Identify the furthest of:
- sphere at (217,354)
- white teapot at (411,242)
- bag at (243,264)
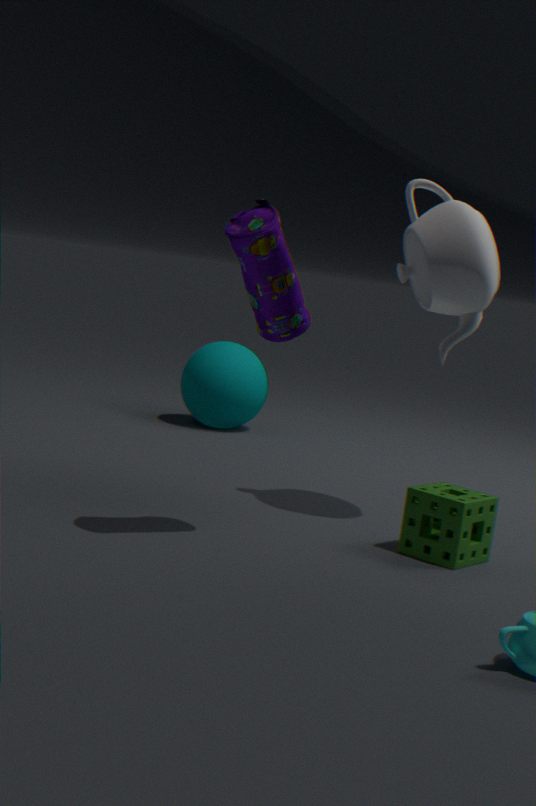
sphere at (217,354)
